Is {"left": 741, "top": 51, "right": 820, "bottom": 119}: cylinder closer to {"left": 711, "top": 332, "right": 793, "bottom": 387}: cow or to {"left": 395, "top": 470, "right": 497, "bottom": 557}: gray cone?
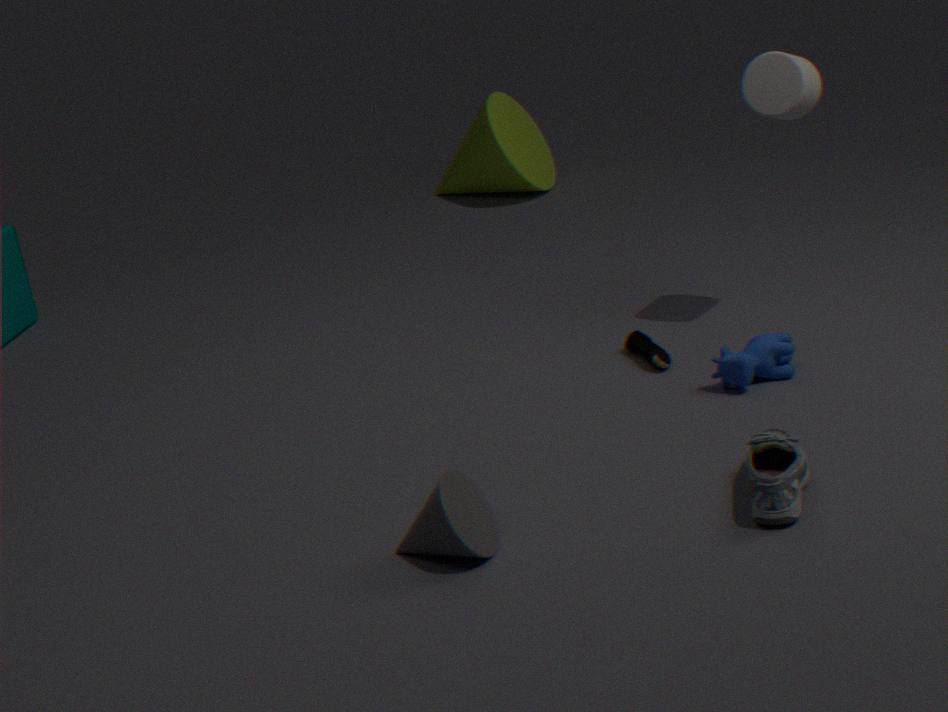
{"left": 711, "top": 332, "right": 793, "bottom": 387}: cow
